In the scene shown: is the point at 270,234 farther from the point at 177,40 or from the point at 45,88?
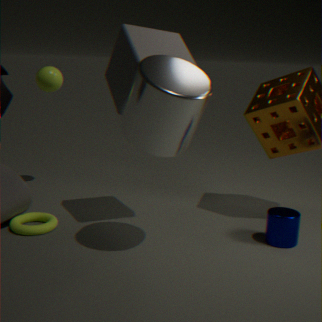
the point at 45,88
